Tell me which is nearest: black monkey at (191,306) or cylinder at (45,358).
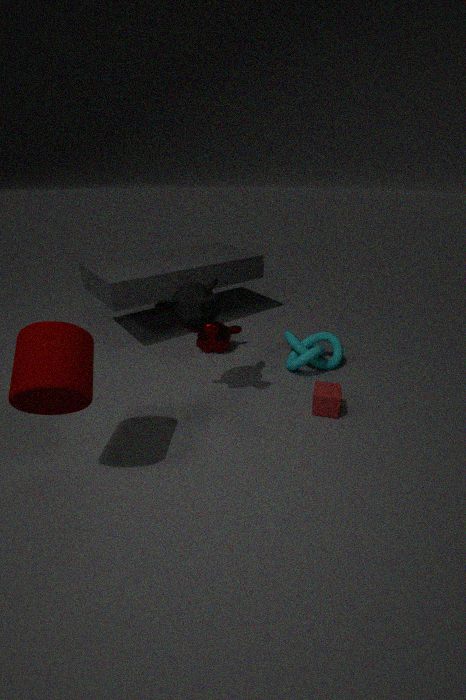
Result: cylinder at (45,358)
